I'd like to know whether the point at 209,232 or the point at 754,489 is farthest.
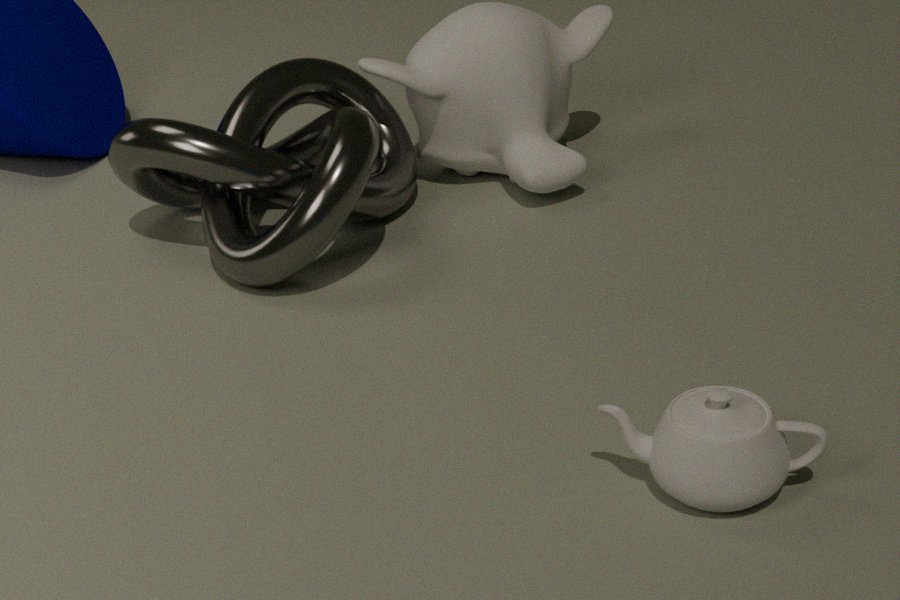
the point at 209,232
